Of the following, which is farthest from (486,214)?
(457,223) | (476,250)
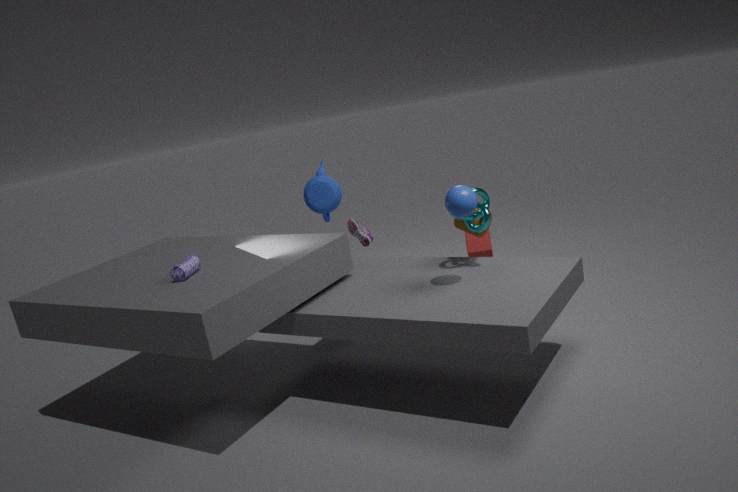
(476,250)
